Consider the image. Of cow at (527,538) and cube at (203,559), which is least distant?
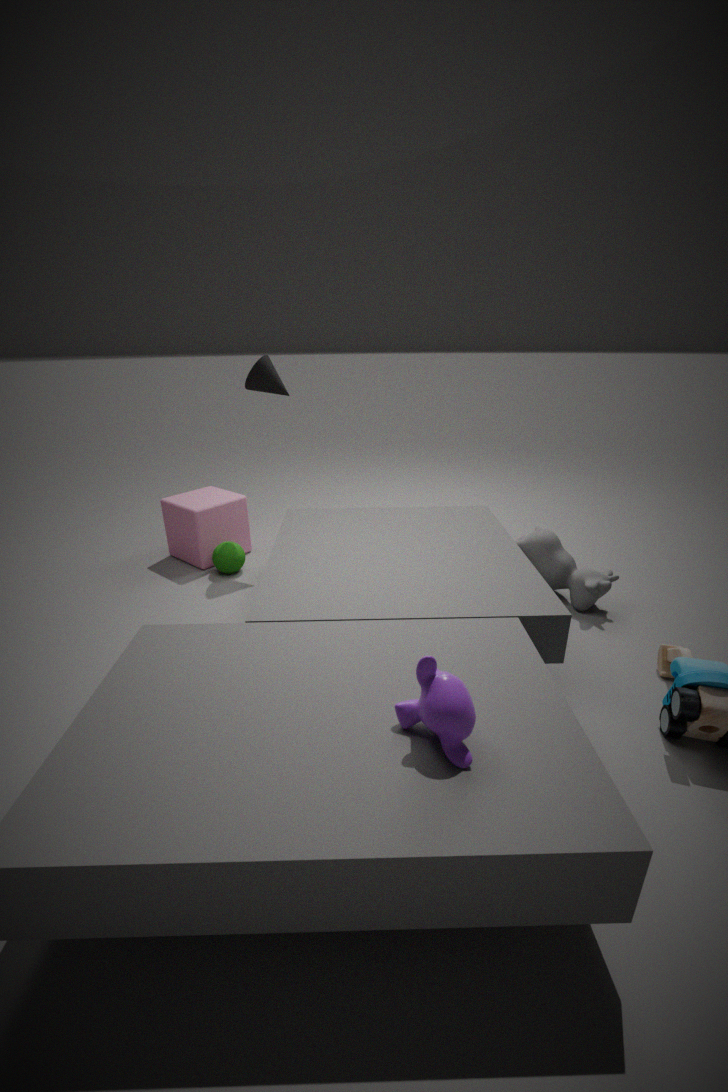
cow at (527,538)
